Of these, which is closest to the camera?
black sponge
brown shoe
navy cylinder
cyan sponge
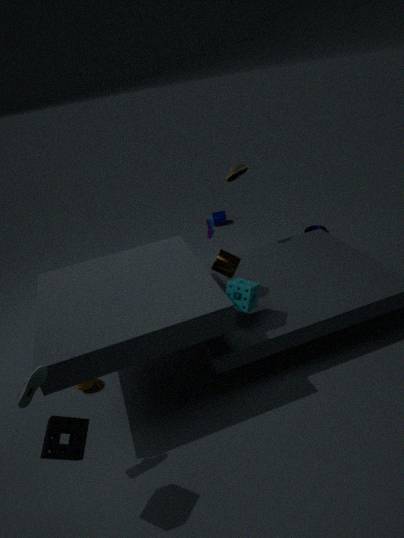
black sponge
